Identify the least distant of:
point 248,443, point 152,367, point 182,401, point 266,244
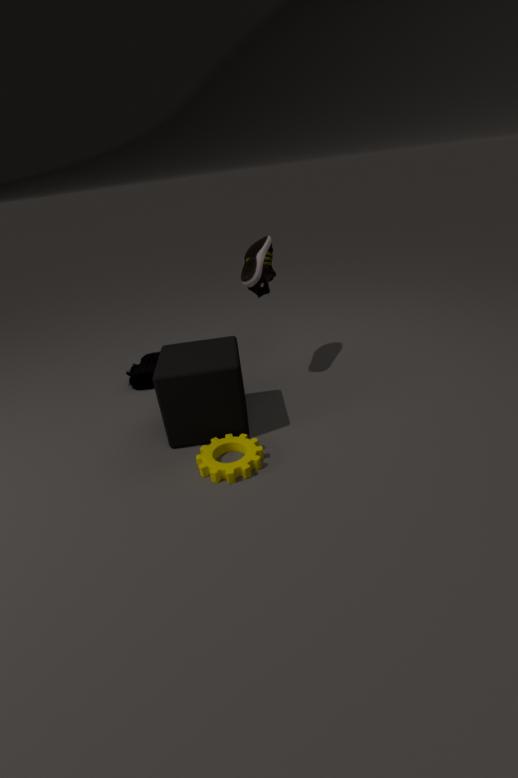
point 248,443
